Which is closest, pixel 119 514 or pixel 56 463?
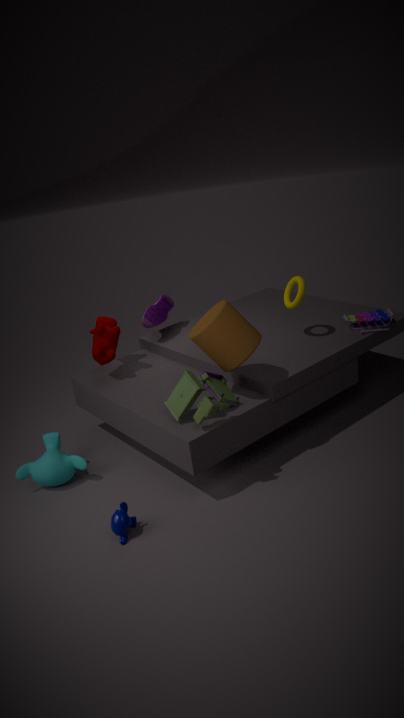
pixel 119 514
